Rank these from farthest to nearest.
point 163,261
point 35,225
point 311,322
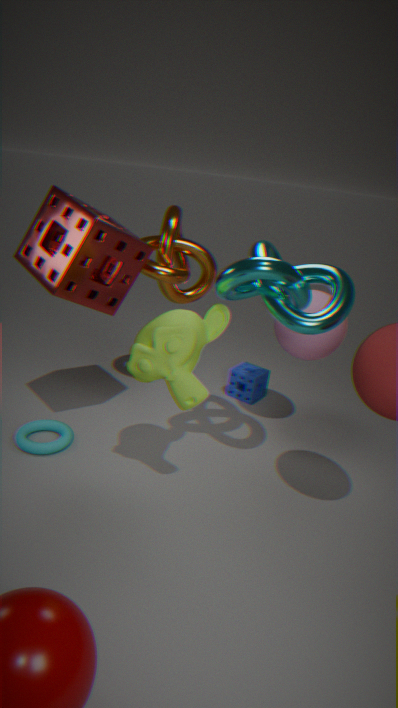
point 163,261, point 35,225, point 311,322
